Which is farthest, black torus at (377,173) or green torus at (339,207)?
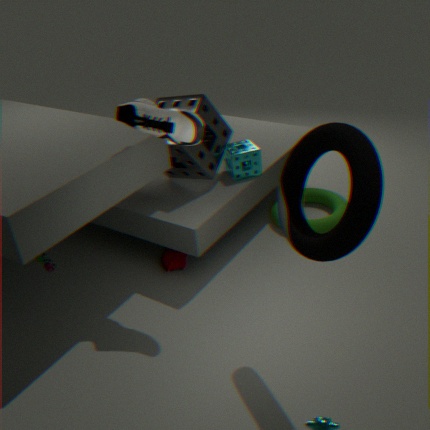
A: green torus at (339,207)
